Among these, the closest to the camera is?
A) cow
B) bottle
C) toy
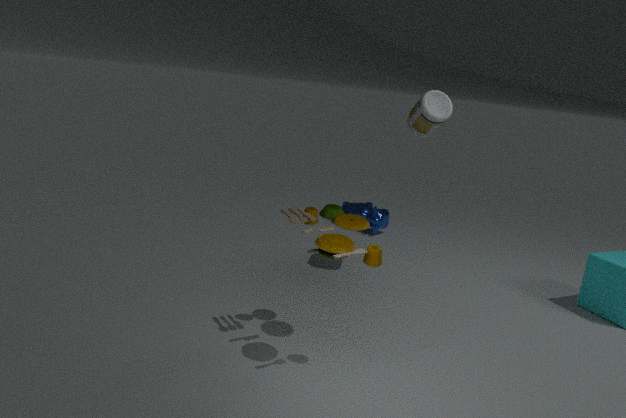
toy
